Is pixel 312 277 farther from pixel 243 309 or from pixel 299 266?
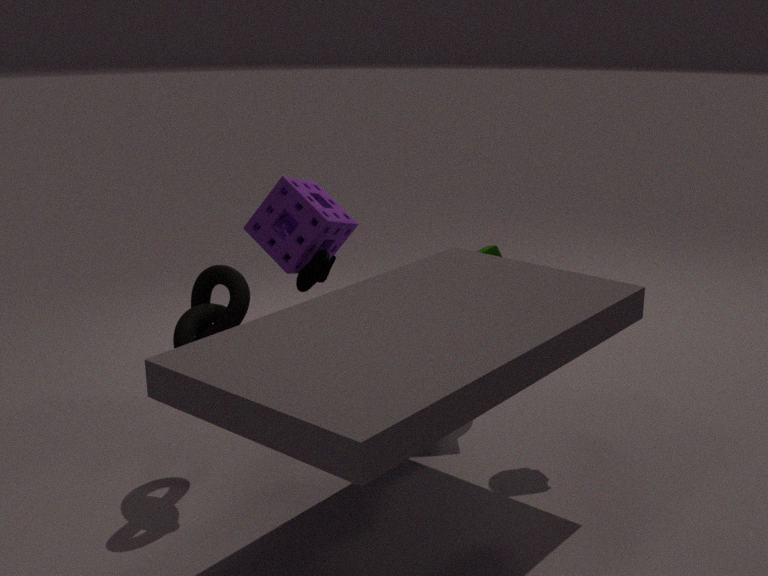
pixel 243 309
